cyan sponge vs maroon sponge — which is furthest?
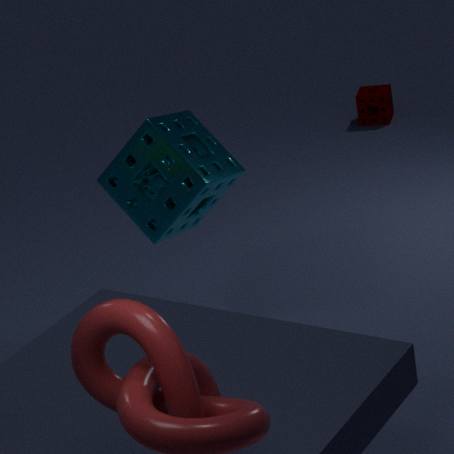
maroon sponge
